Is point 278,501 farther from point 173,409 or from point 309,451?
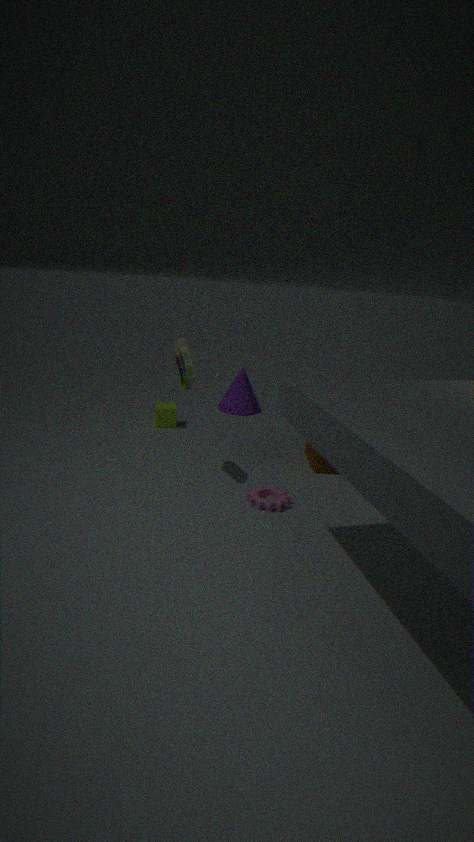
point 173,409
